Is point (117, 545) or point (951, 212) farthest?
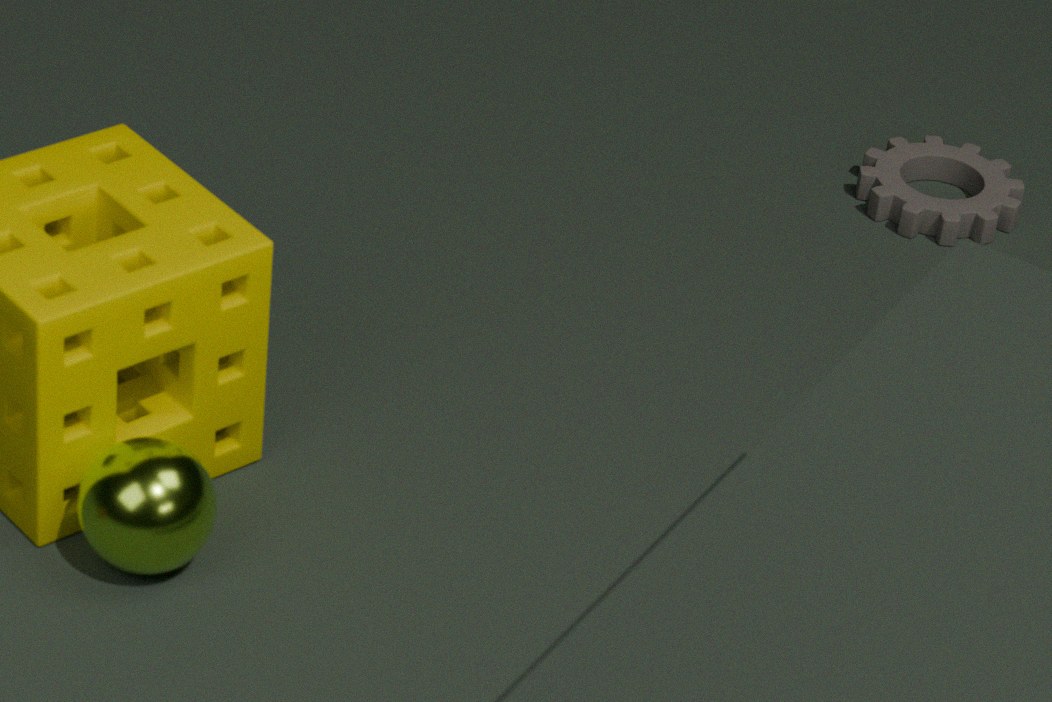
point (951, 212)
